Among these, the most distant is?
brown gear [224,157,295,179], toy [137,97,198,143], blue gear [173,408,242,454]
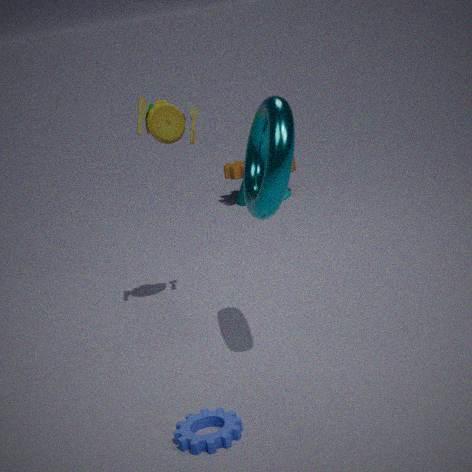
brown gear [224,157,295,179]
